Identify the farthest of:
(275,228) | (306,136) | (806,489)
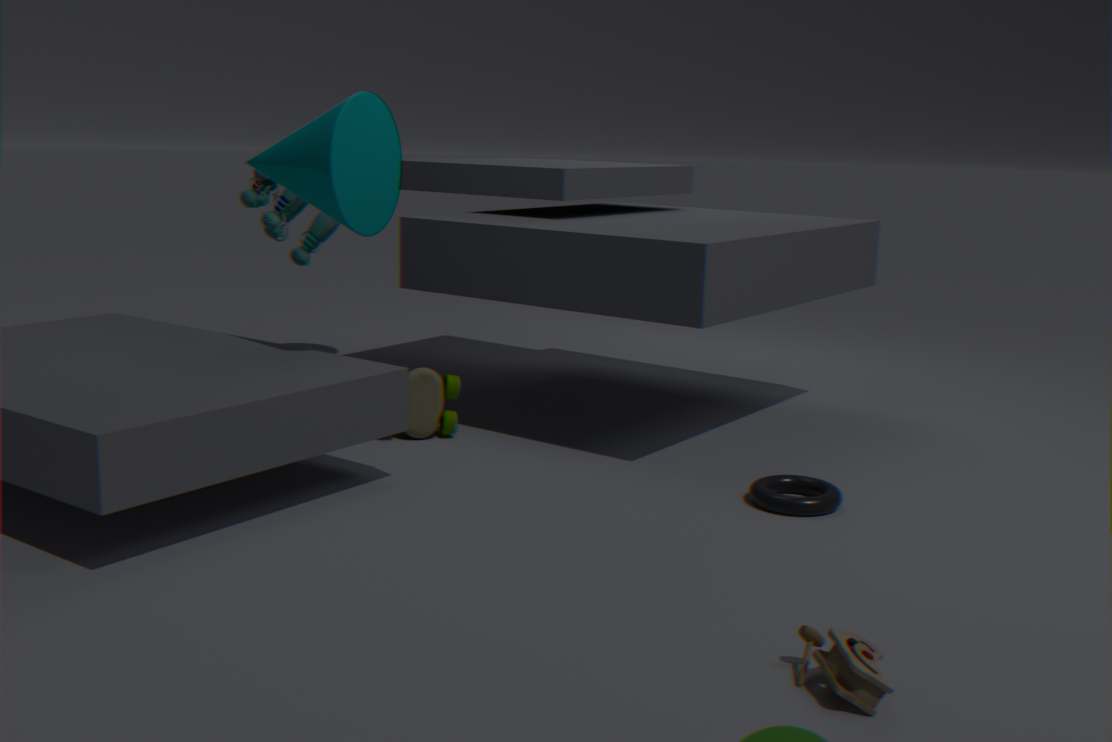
(275,228)
